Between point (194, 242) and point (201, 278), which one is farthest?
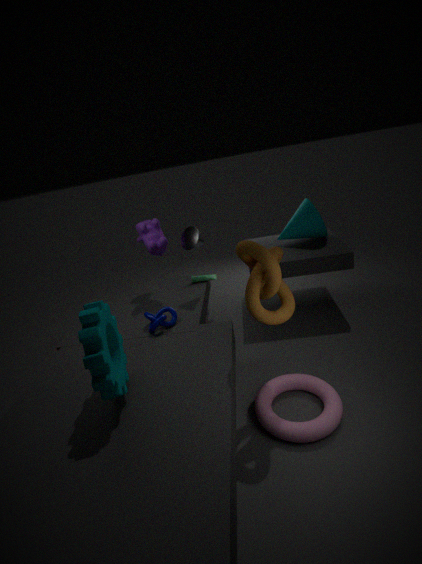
point (201, 278)
